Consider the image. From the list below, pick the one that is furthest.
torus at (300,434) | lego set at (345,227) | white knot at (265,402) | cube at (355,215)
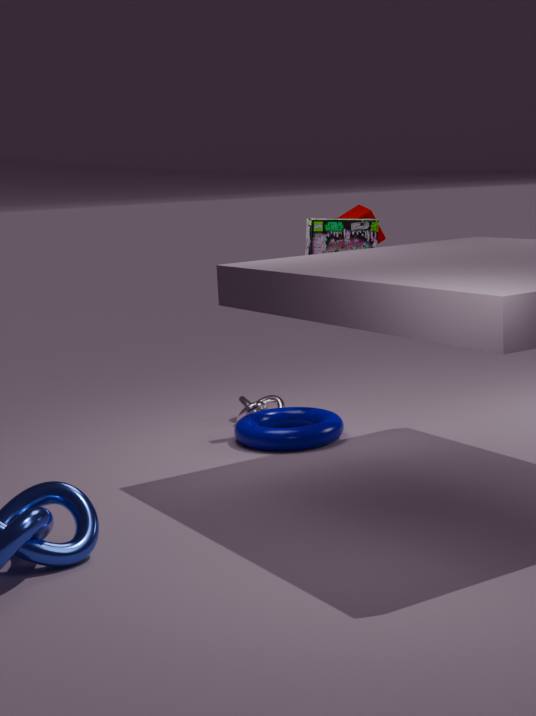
white knot at (265,402)
